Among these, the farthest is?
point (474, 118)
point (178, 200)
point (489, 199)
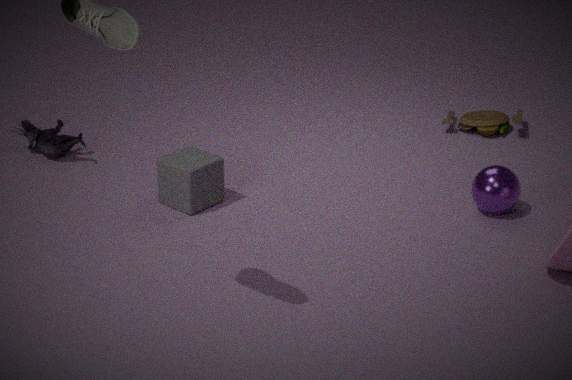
point (474, 118)
